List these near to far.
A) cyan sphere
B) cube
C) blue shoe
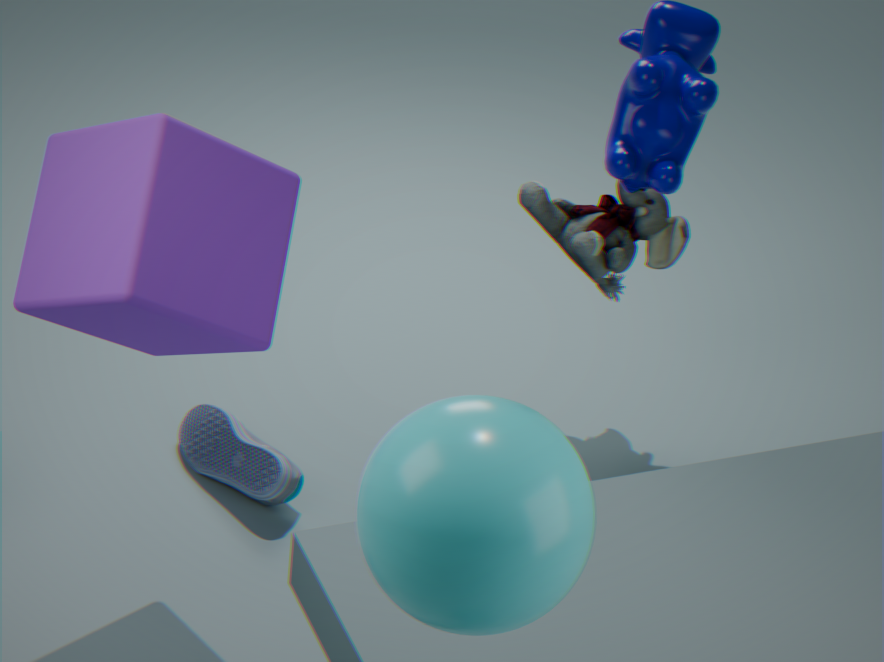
1. cyan sphere
2. cube
3. blue shoe
